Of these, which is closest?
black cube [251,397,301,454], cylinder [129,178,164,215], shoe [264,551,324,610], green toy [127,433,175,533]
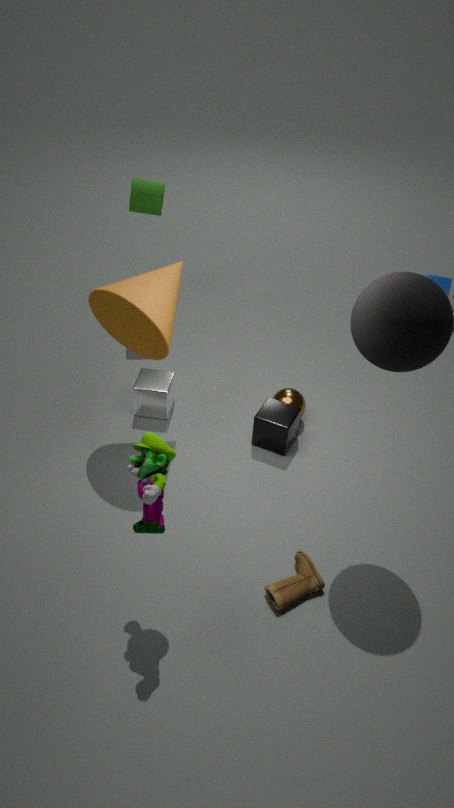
green toy [127,433,175,533]
